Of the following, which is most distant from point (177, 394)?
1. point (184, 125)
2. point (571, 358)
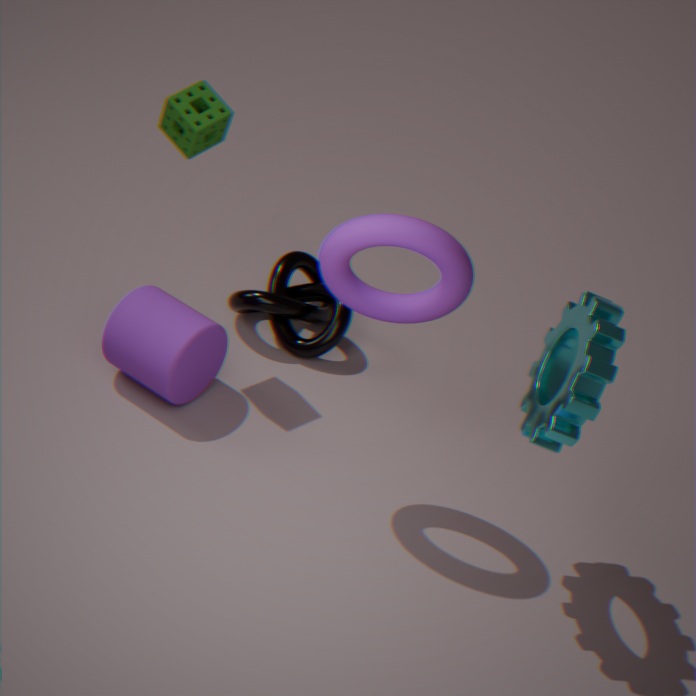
point (571, 358)
